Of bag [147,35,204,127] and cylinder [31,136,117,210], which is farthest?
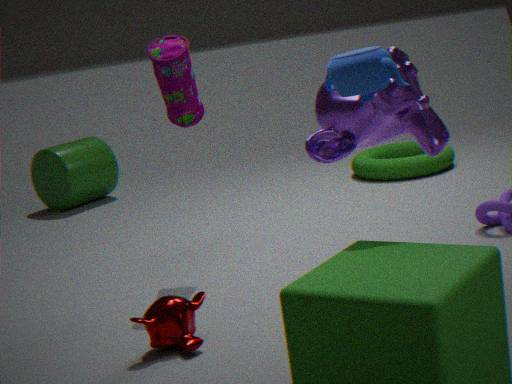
cylinder [31,136,117,210]
